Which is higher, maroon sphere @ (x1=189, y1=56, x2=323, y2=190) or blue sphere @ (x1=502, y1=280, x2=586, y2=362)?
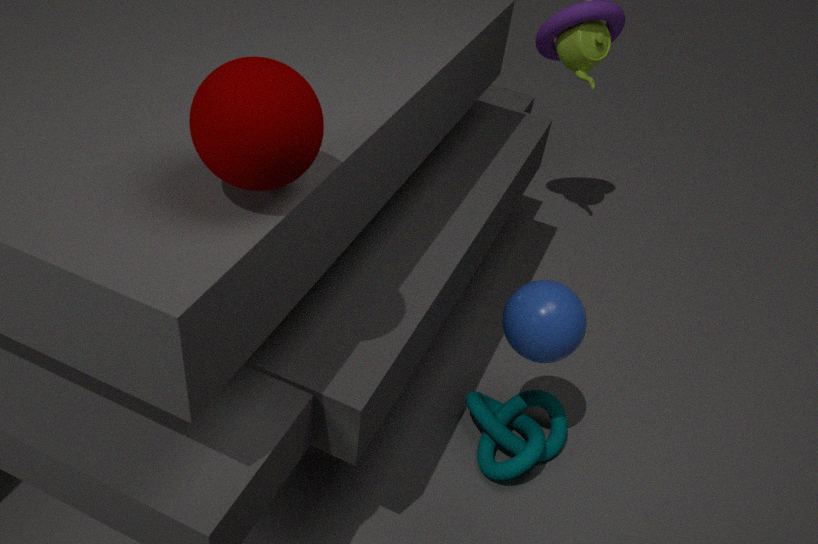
maroon sphere @ (x1=189, y1=56, x2=323, y2=190)
